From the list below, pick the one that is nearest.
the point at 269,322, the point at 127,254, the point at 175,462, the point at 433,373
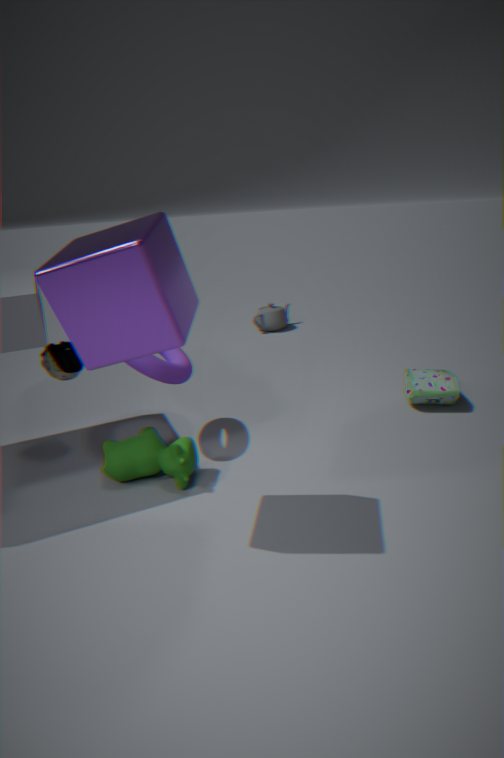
the point at 127,254
